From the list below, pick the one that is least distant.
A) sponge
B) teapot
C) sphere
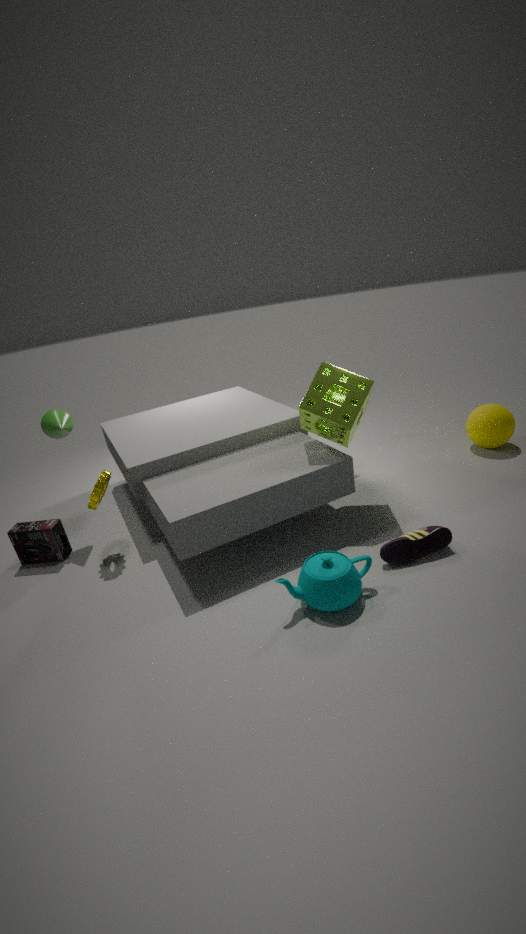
teapot
